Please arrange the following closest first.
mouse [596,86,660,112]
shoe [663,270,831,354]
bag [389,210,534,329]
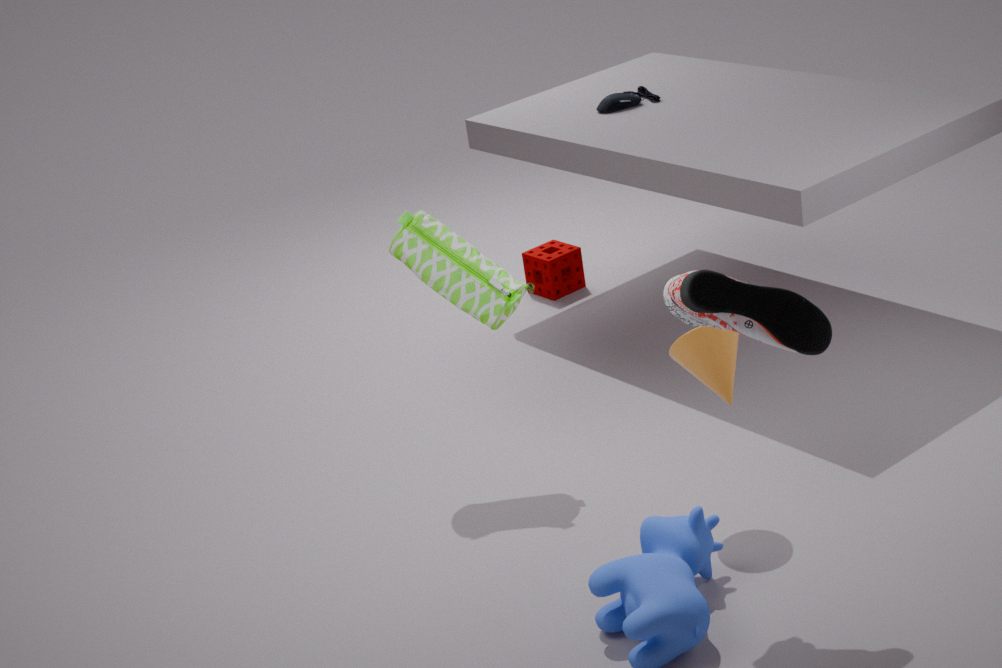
shoe [663,270,831,354]
bag [389,210,534,329]
mouse [596,86,660,112]
